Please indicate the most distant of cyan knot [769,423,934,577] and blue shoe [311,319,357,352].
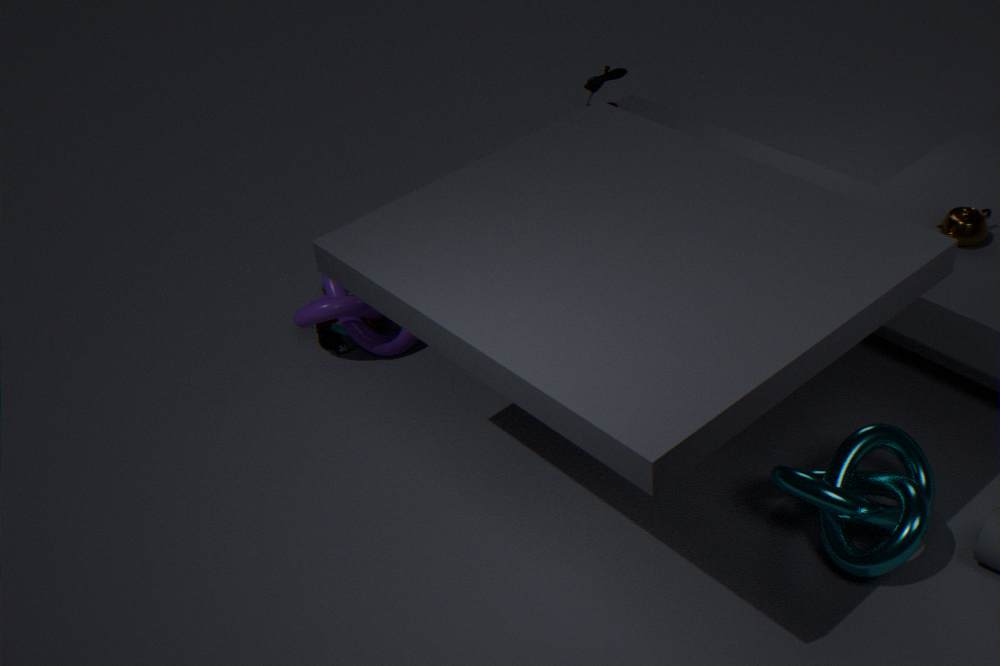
blue shoe [311,319,357,352]
